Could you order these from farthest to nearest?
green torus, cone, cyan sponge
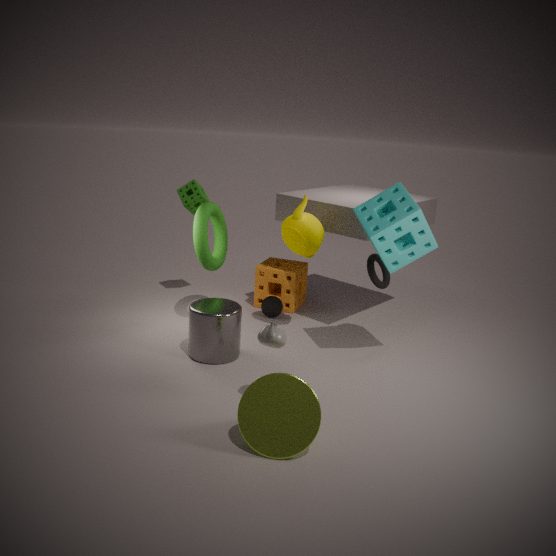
1. green torus
2. cyan sponge
3. cone
